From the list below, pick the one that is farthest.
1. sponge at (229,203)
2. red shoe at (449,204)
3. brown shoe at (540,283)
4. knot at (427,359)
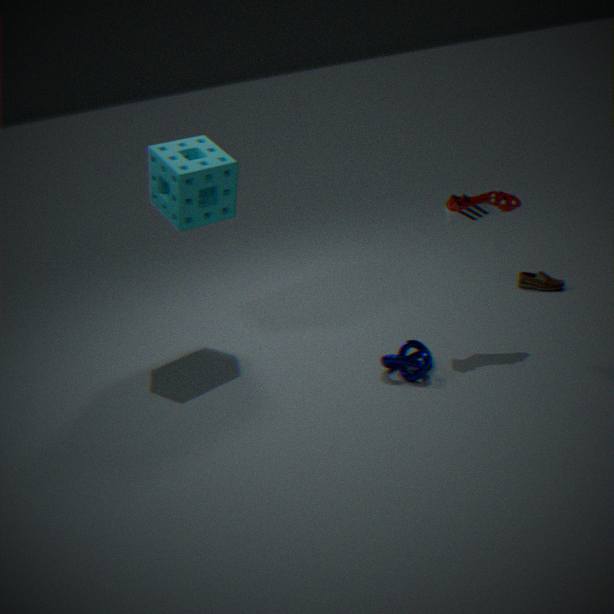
brown shoe at (540,283)
